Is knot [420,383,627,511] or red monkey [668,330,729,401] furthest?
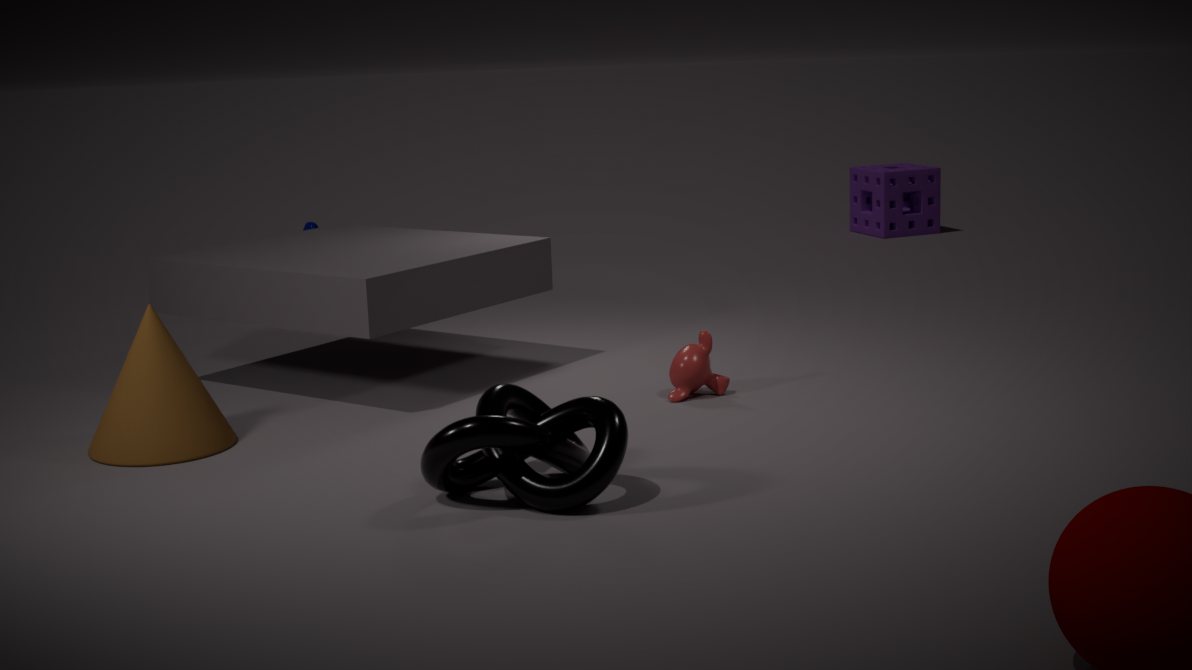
red monkey [668,330,729,401]
